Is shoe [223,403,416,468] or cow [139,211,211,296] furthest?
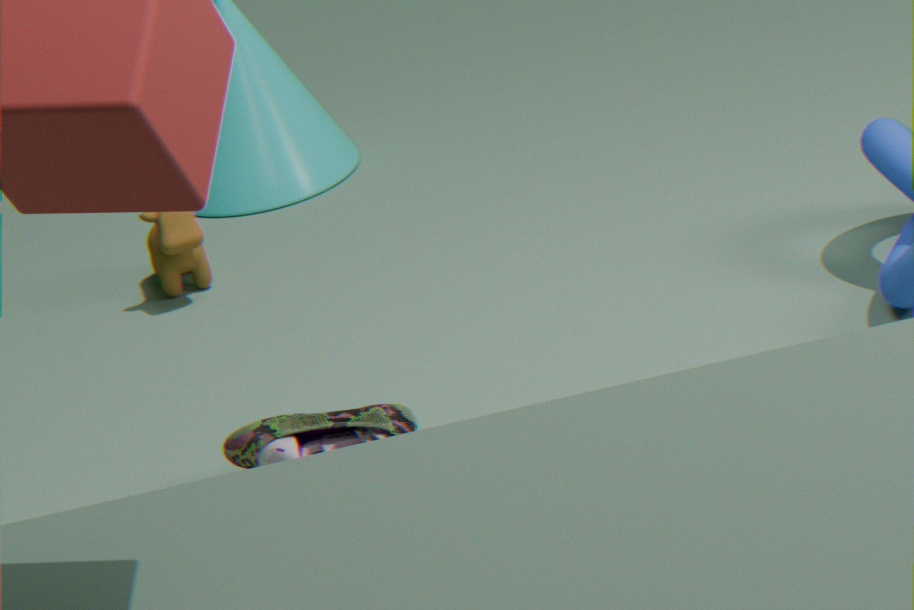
cow [139,211,211,296]
